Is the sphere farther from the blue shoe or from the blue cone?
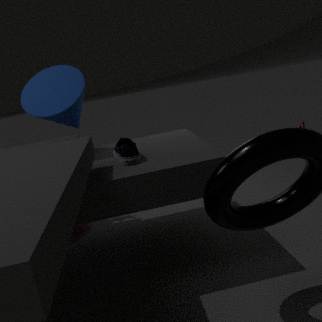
the blue shoe
